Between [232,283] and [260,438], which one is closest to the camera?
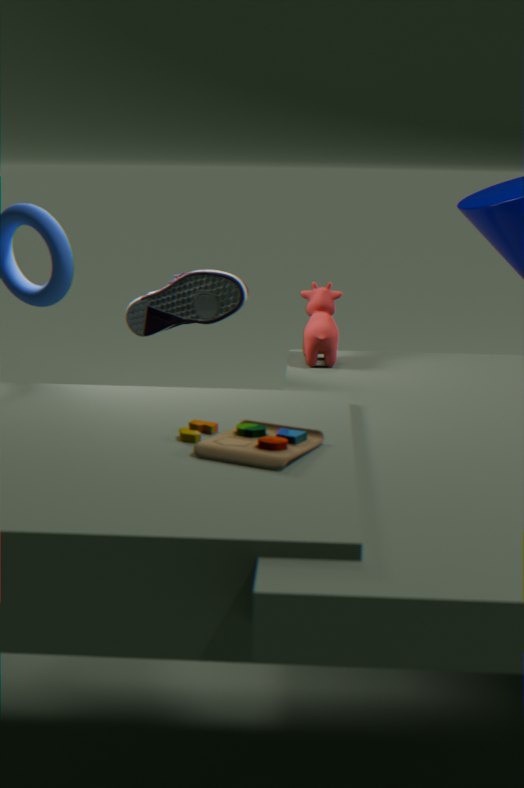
[260,438]
